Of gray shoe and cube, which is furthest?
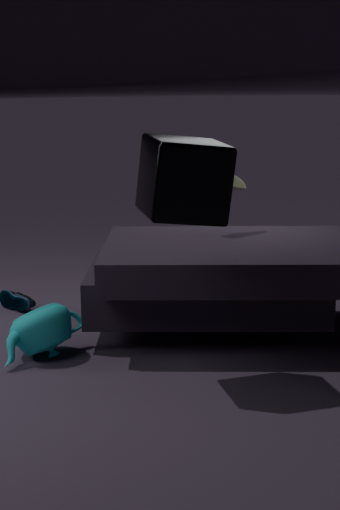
gray shoe
